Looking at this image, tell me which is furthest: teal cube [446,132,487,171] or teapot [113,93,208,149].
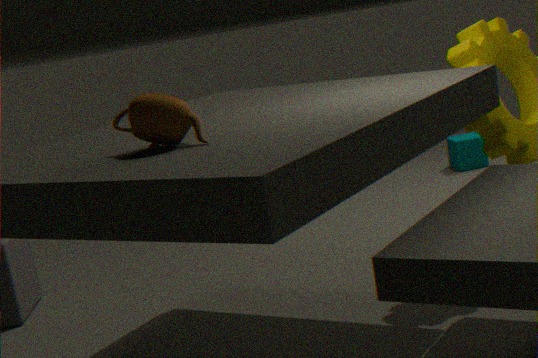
teal cube [446,132,487,171]
